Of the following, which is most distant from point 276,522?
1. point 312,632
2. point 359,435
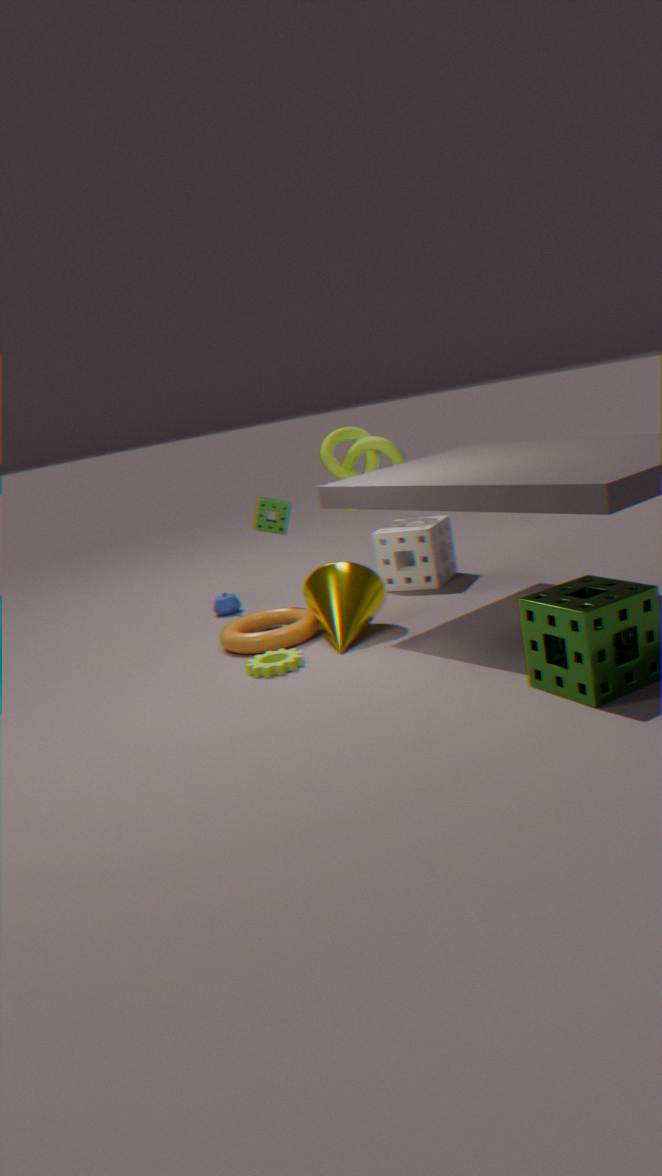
point 359,435
